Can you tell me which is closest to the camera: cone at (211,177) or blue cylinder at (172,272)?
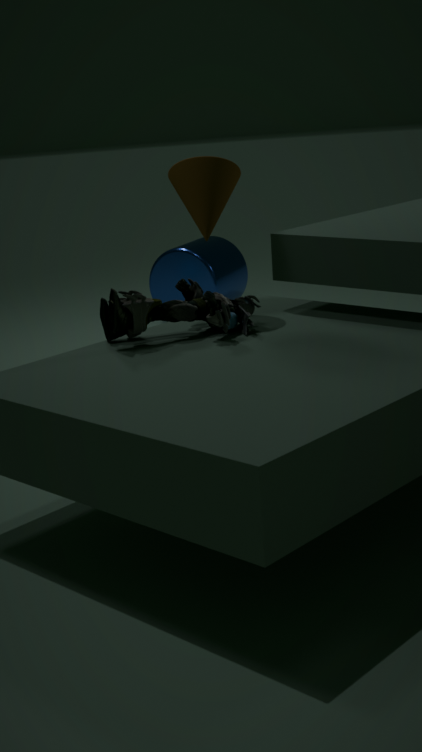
cone at (211,177)
